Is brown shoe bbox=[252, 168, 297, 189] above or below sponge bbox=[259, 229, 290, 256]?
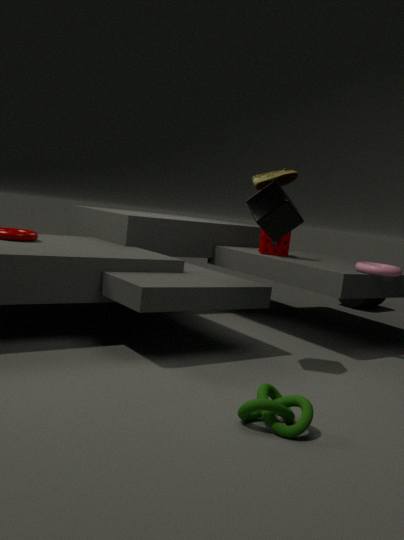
above
